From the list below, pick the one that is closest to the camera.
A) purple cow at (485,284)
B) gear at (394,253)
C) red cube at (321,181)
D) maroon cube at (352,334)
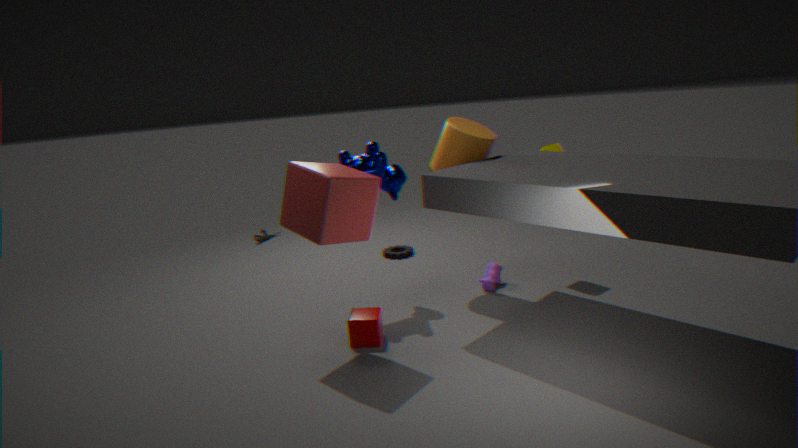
C. red cube at (321,181)
